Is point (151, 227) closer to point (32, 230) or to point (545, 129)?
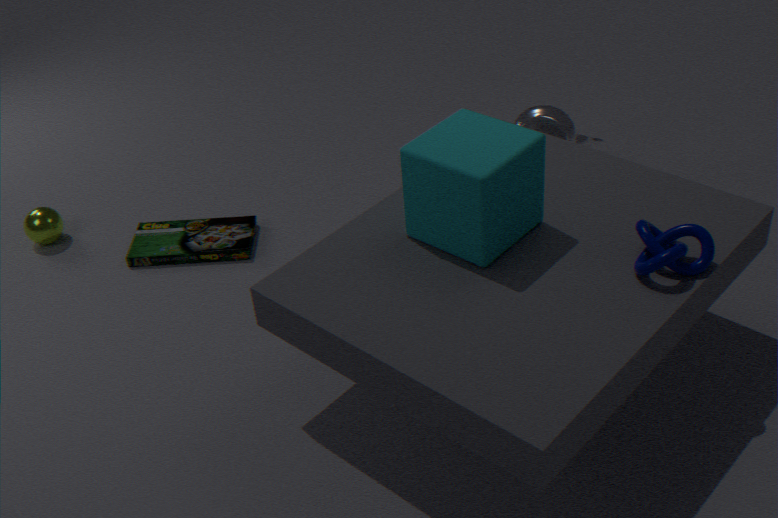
point (32, 230)
